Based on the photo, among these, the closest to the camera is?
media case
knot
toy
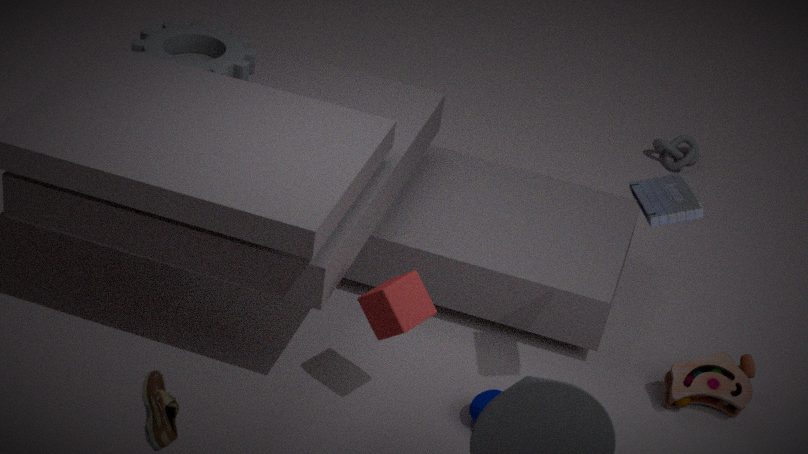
media case
